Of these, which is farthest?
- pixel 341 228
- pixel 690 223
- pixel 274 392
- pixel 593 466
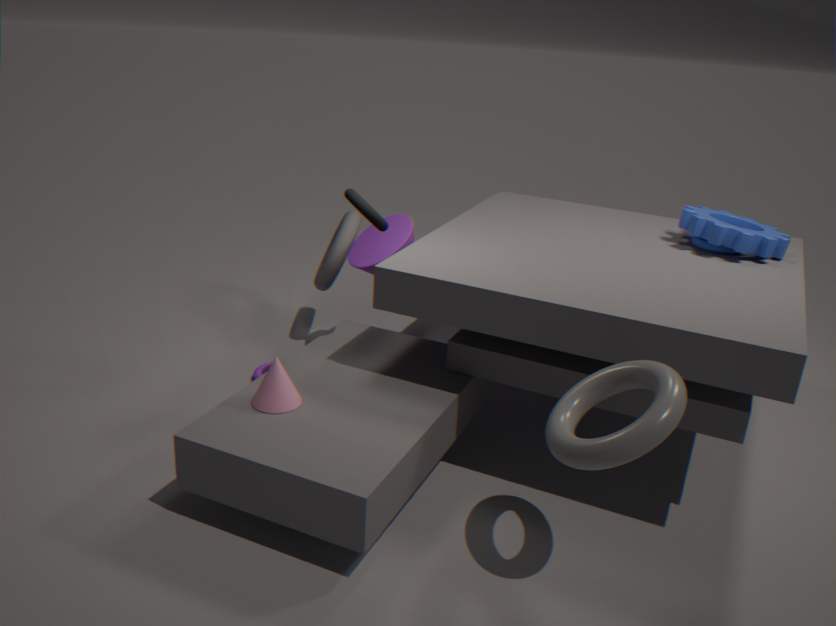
pixel 341 228
